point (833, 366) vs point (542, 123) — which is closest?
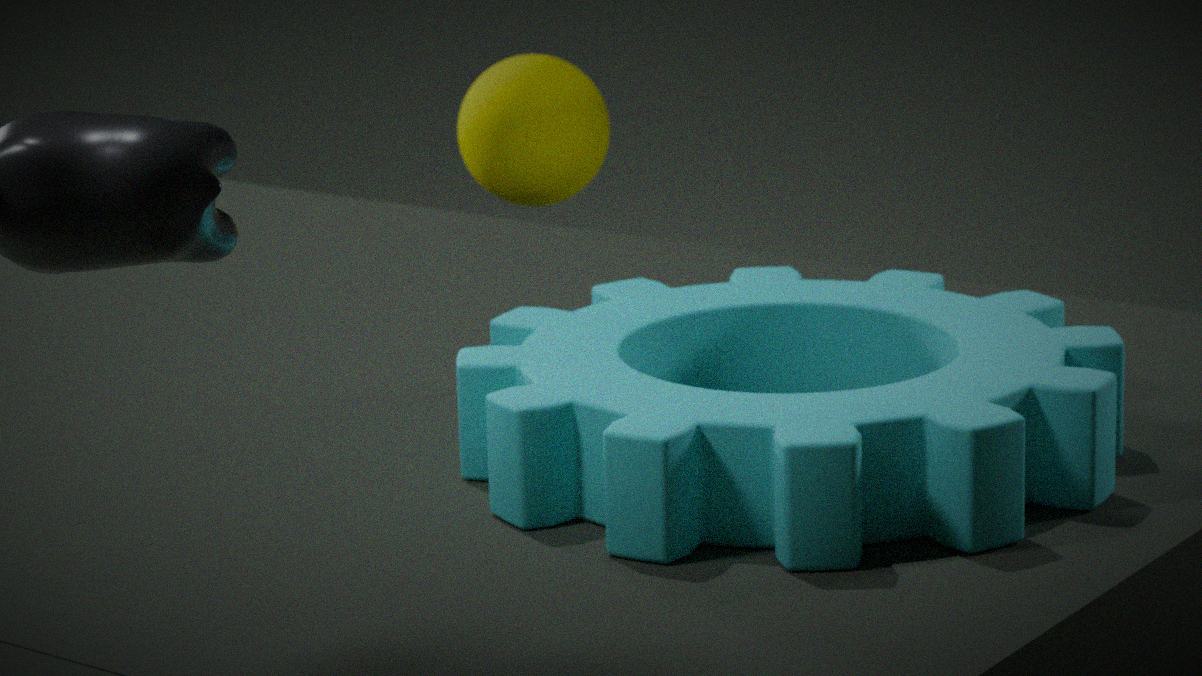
point (833, 366)
